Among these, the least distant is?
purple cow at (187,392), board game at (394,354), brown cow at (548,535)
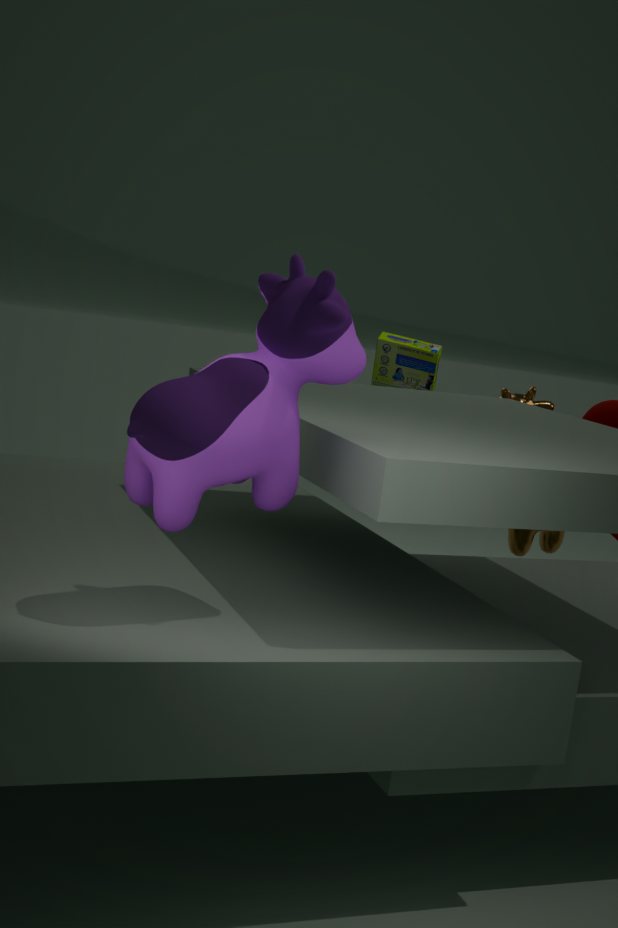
purple cow at (187,392)
